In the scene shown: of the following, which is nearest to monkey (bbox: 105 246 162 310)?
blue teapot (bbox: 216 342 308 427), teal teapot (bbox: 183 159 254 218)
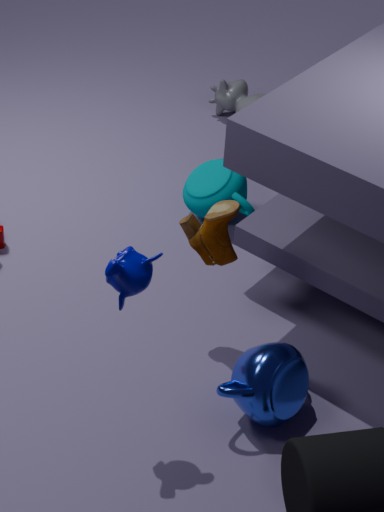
blue teapot (bbox: 216 342 308 427)
